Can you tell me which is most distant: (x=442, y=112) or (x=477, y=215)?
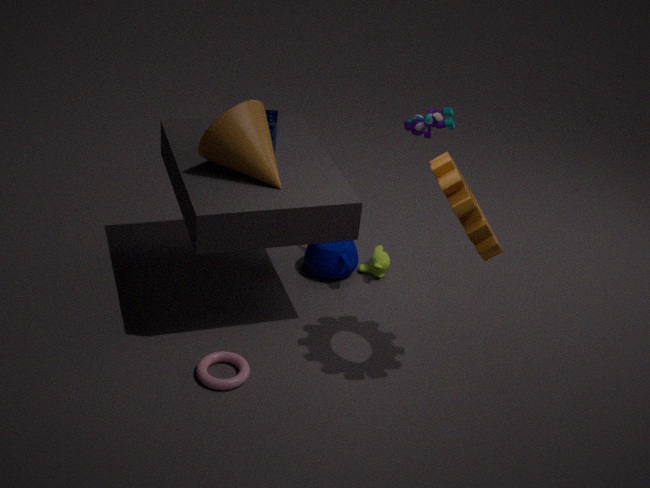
(x=442, y=112)
